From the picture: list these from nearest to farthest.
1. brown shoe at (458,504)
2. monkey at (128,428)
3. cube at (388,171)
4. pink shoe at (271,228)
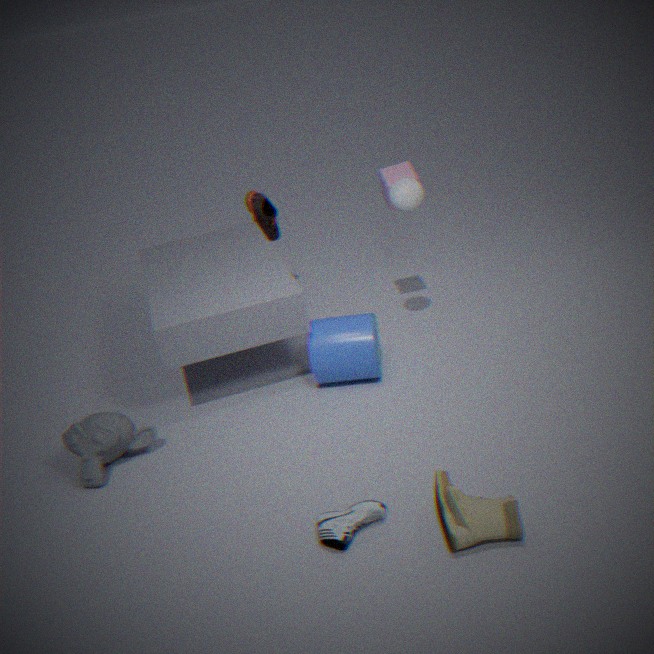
1. brown shoe at (458,504)
2. monkey at (128,428)
3. cube at (388,171)
4. pink shoe at (271,228)
